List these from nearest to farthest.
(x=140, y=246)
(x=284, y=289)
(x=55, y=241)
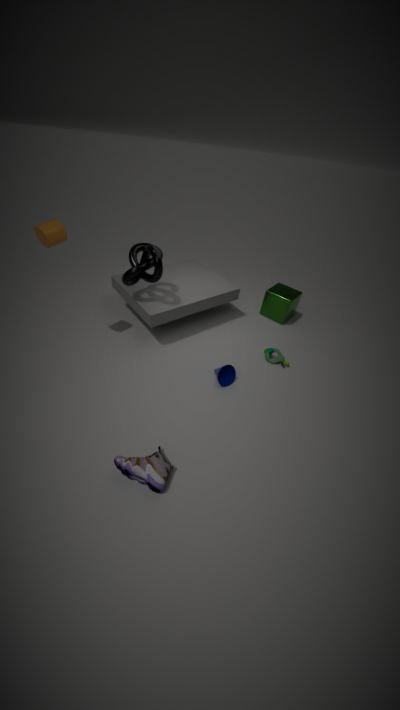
(x=55, y=241)
(x=140, y=246)
(x=284, y=289)
